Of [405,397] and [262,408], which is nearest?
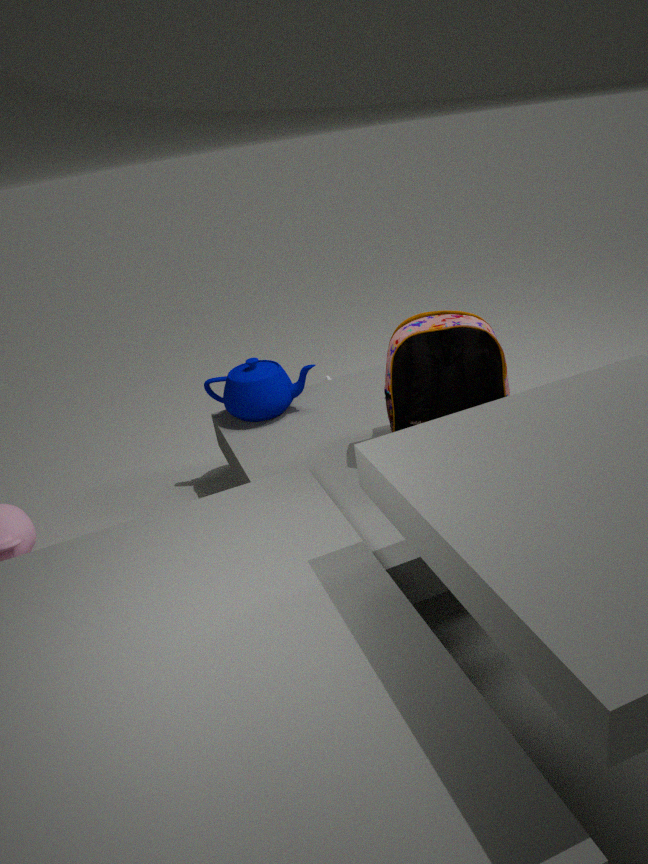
[405,397]
